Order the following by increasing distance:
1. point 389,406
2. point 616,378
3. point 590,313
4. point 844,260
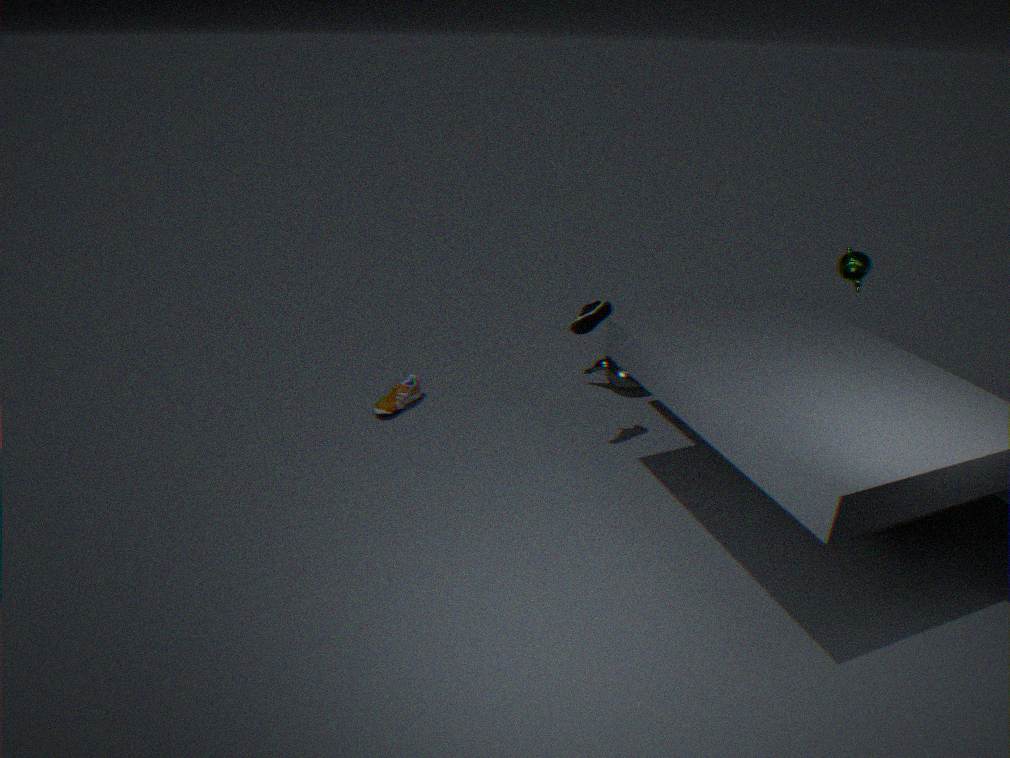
point 590,313 → point 844,260 → point 389,406 → point 616,378
